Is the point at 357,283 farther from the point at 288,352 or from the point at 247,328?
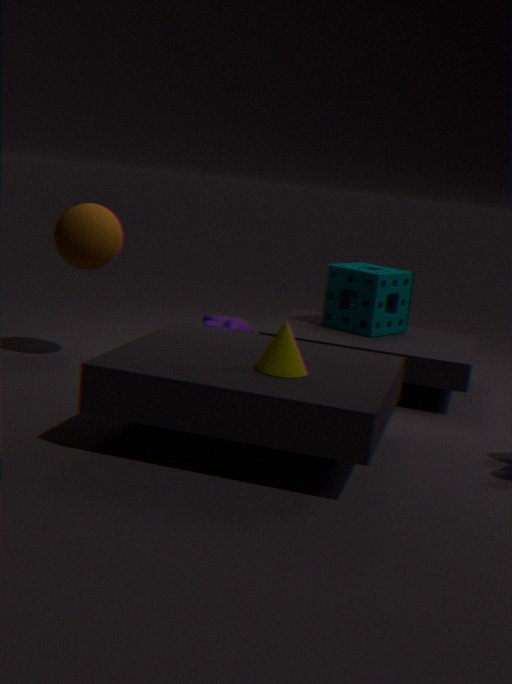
the point at 288,352
